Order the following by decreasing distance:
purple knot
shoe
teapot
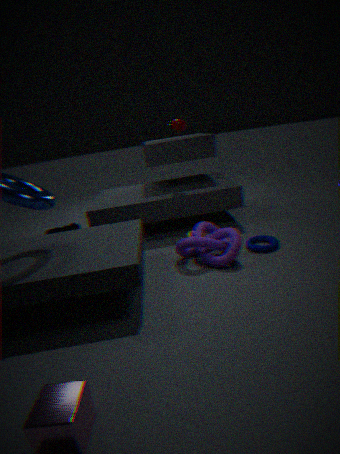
shoe
teapot
purple knot
